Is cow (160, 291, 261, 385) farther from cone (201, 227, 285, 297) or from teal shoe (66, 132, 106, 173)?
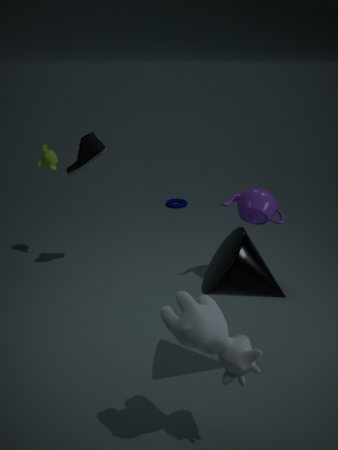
teal shoe (66, 132, 106, 173)
